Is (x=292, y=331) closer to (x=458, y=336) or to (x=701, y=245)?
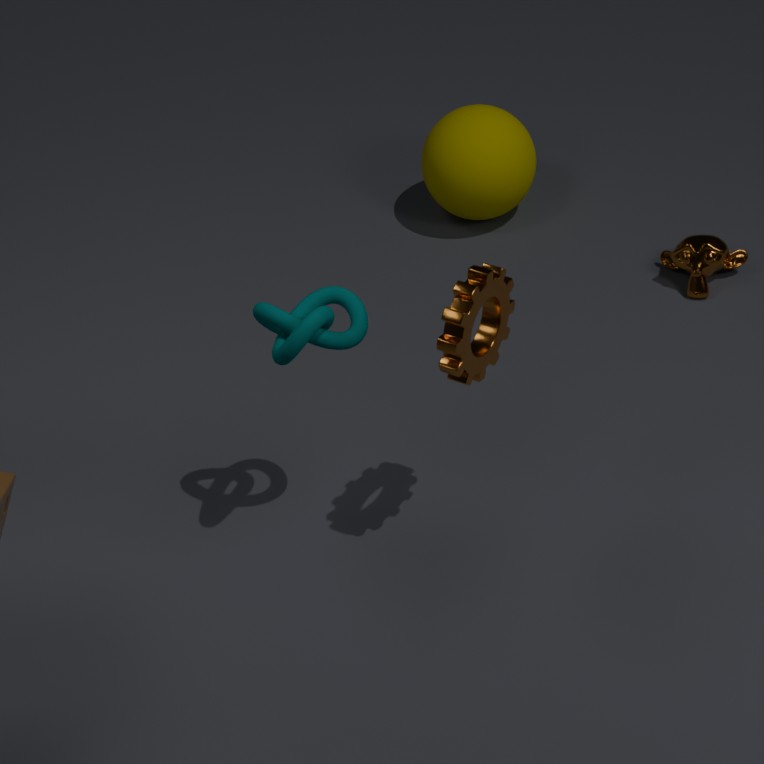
(x=458, y=336)
